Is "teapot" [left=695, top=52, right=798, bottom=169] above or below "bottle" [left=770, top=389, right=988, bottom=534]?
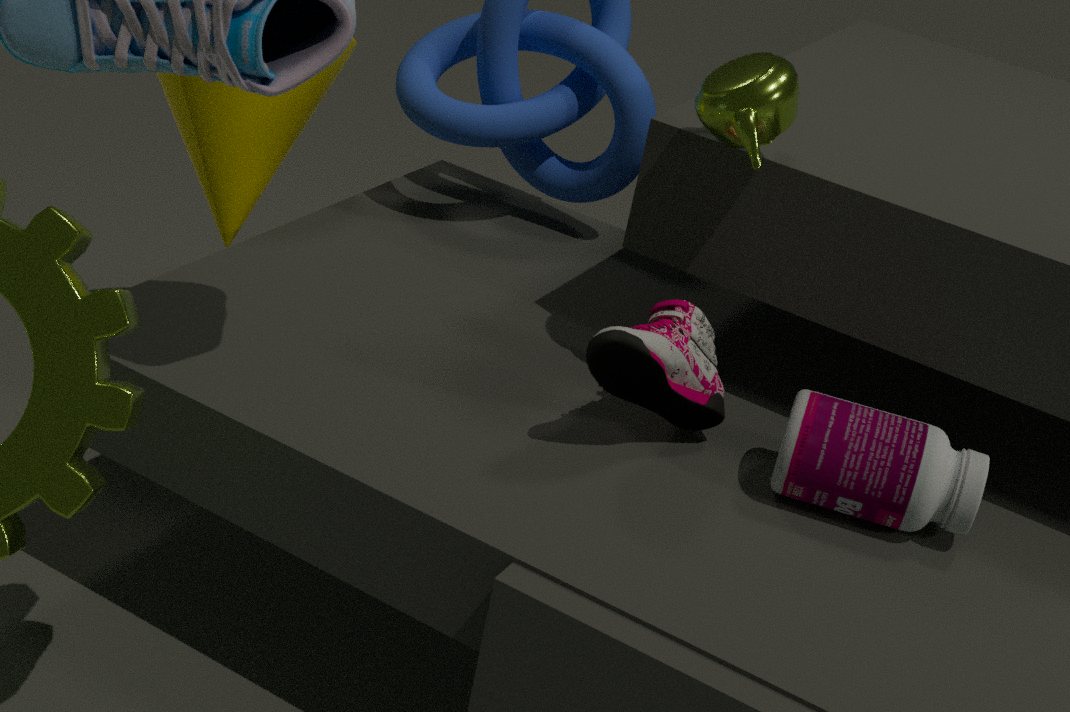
above
